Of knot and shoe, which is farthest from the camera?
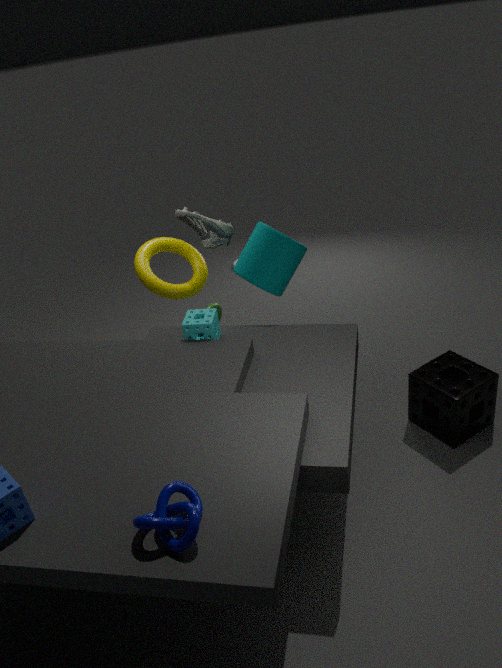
shoe
